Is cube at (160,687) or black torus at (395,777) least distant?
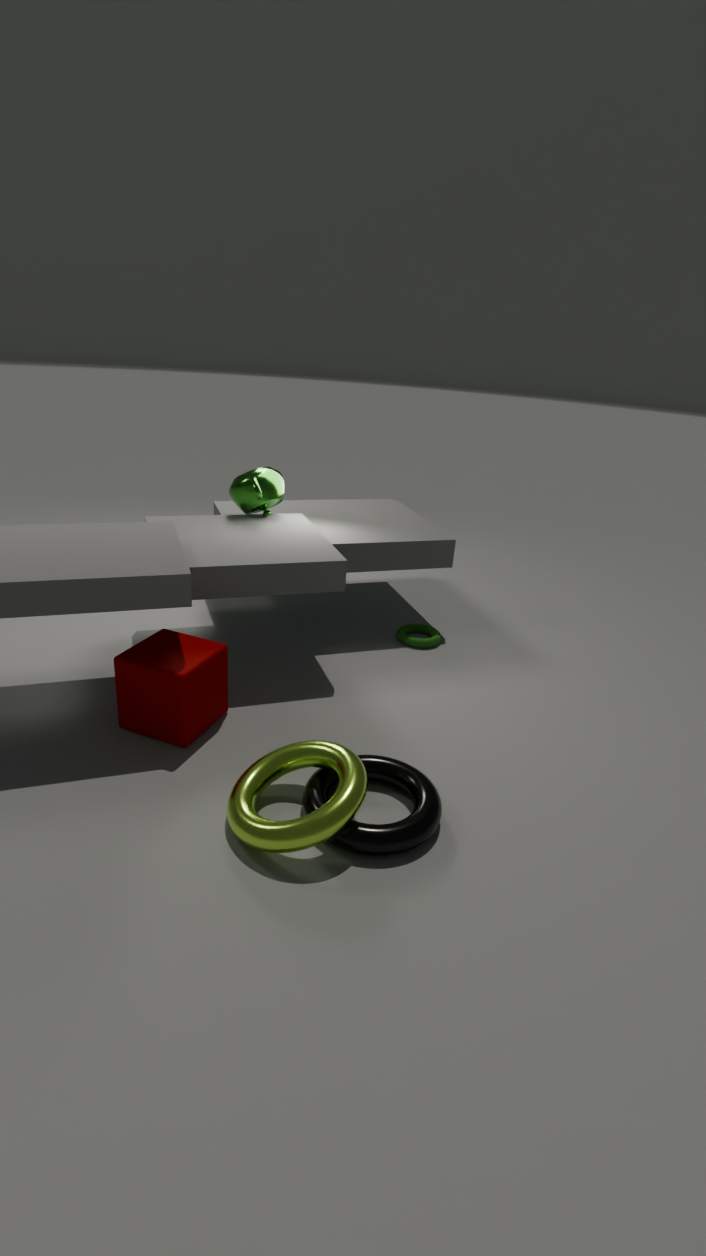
black torus at (395,777)
